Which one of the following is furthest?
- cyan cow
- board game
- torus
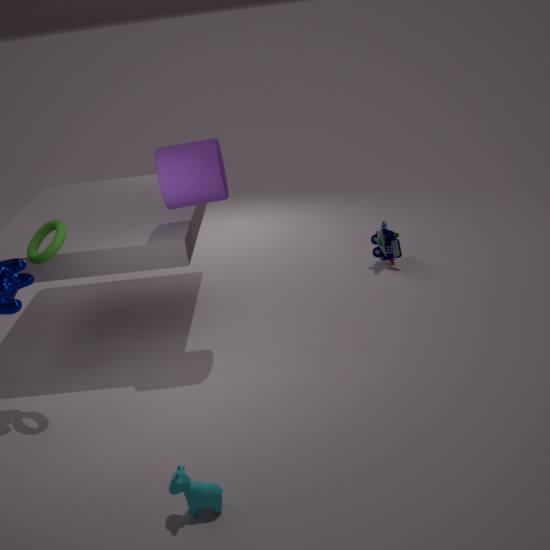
board game
